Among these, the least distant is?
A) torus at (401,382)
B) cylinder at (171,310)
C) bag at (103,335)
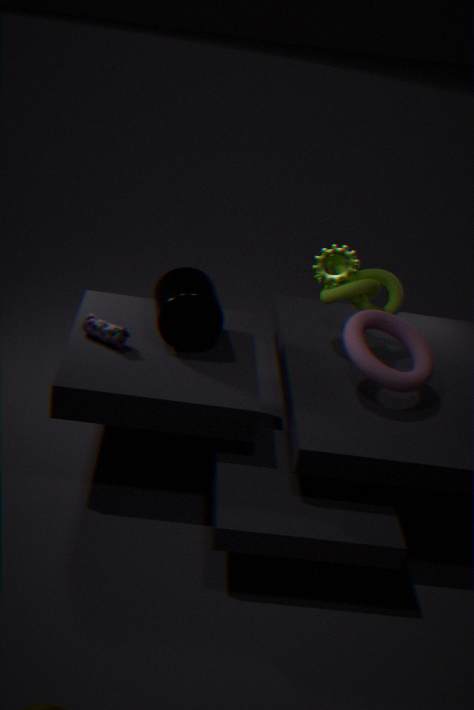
torus at (401,382)
